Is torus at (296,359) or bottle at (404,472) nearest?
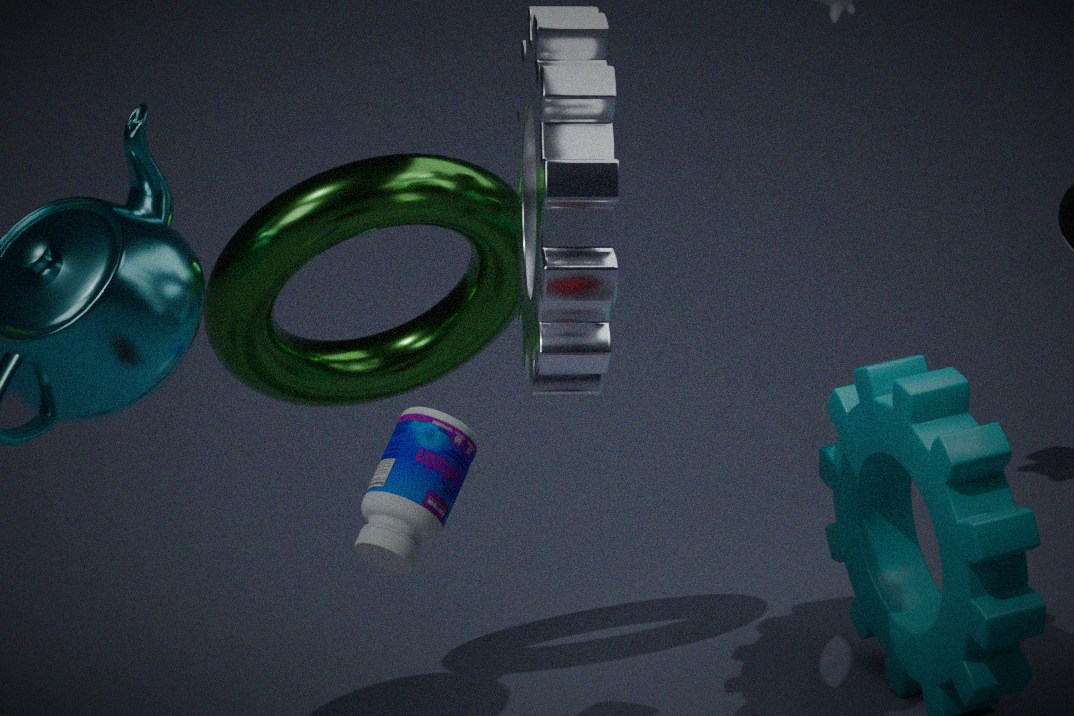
bottle at (404,472)
